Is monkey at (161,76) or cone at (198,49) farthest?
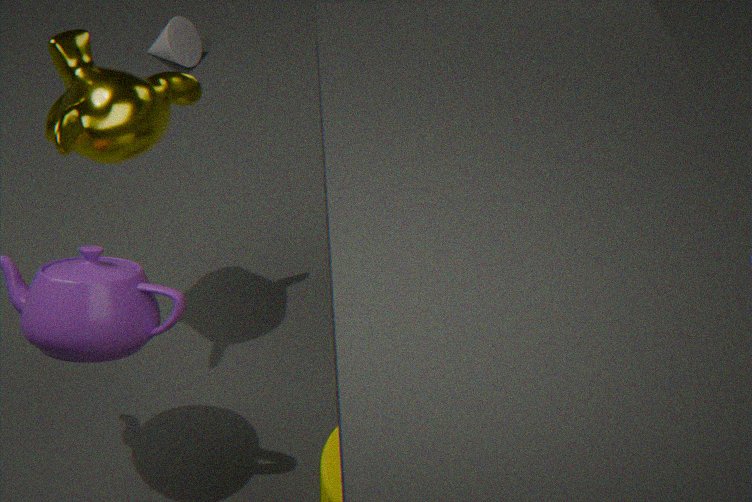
cone at (198,49)
